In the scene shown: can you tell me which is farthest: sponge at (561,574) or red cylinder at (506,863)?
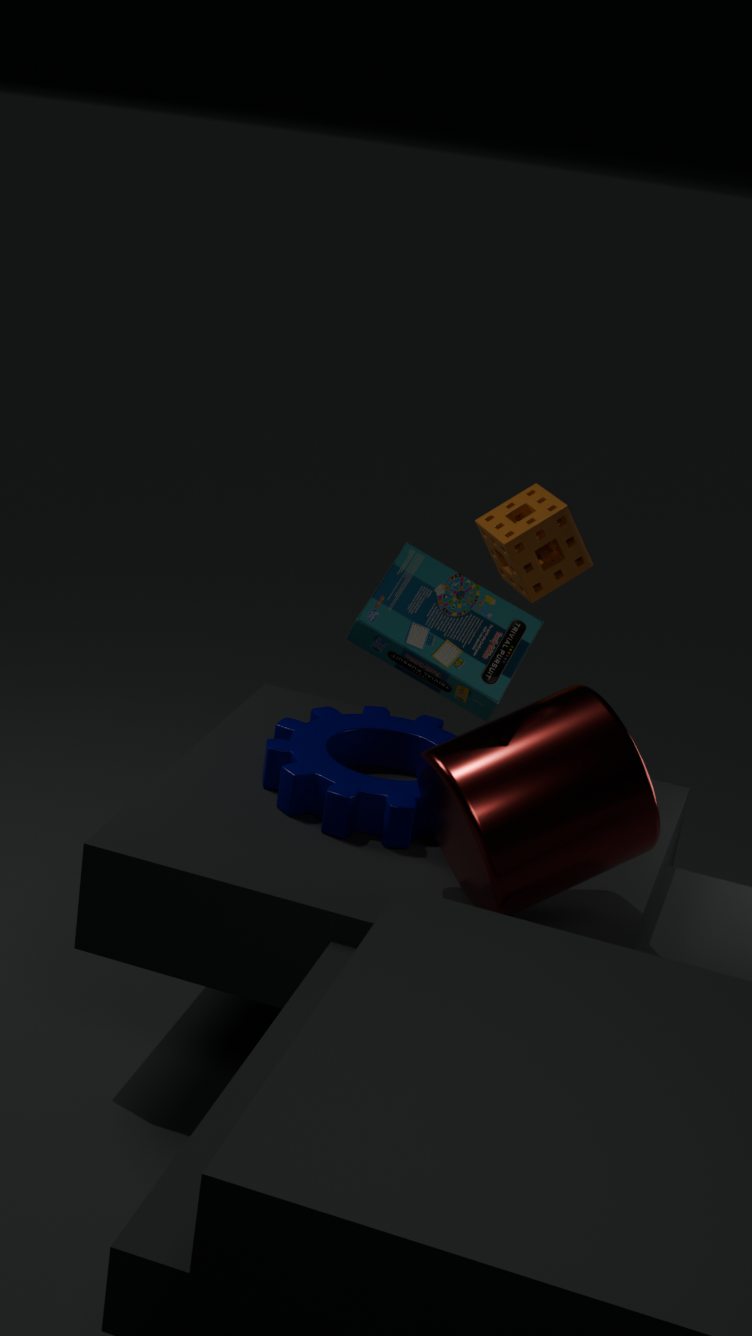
sponge at (561,574)
